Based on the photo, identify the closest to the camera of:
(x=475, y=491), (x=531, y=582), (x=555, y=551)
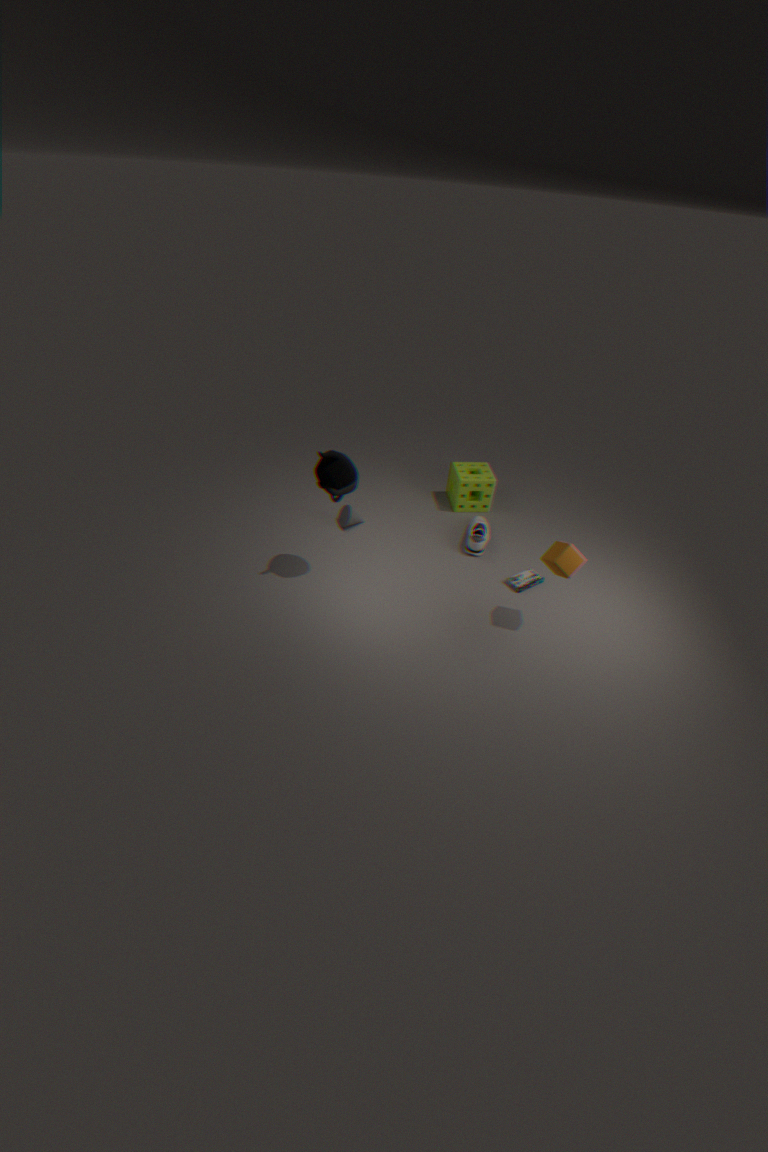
(x=555, y=551)
